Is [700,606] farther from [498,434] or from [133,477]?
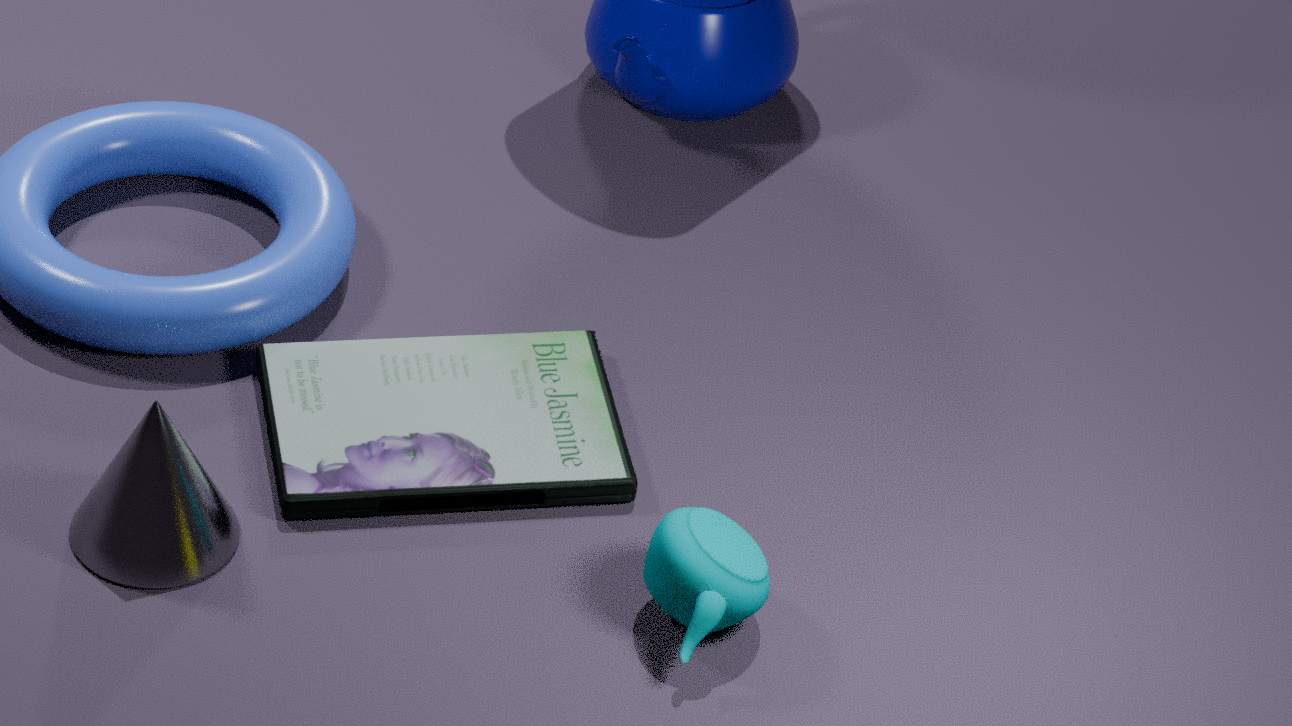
[133,477]
